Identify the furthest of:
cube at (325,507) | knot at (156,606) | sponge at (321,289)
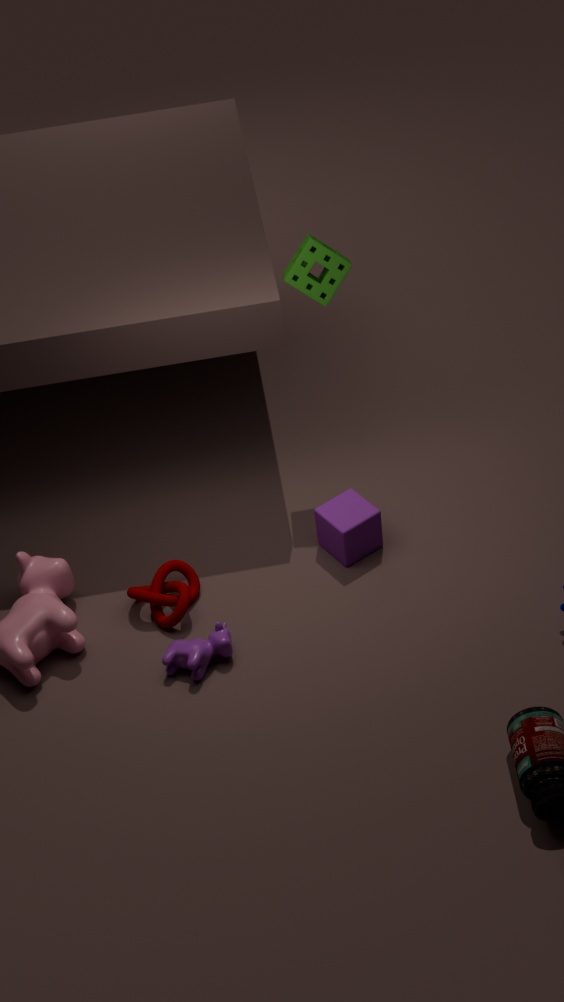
cube at (325,507)
